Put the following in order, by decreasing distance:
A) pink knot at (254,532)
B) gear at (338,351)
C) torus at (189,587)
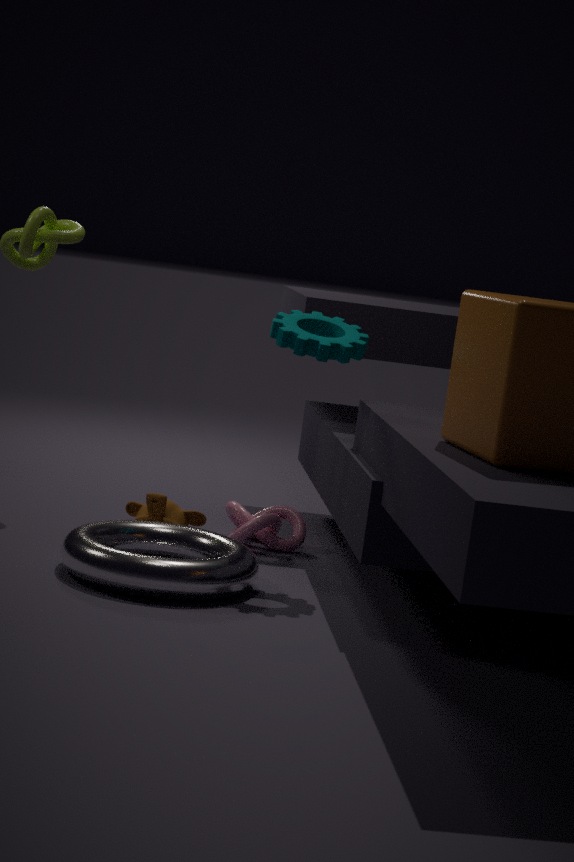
pink knot at (254,532), gear at (338,351), torus at (189,587)
